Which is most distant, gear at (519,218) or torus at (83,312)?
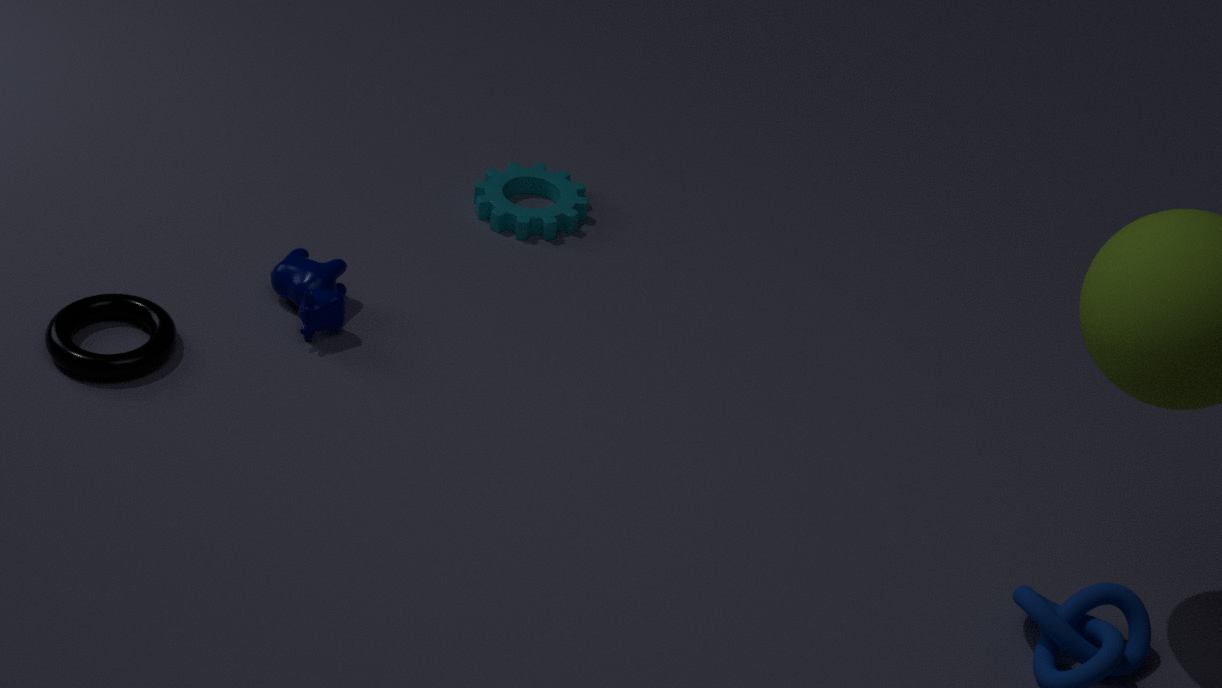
gear at (519,218)
